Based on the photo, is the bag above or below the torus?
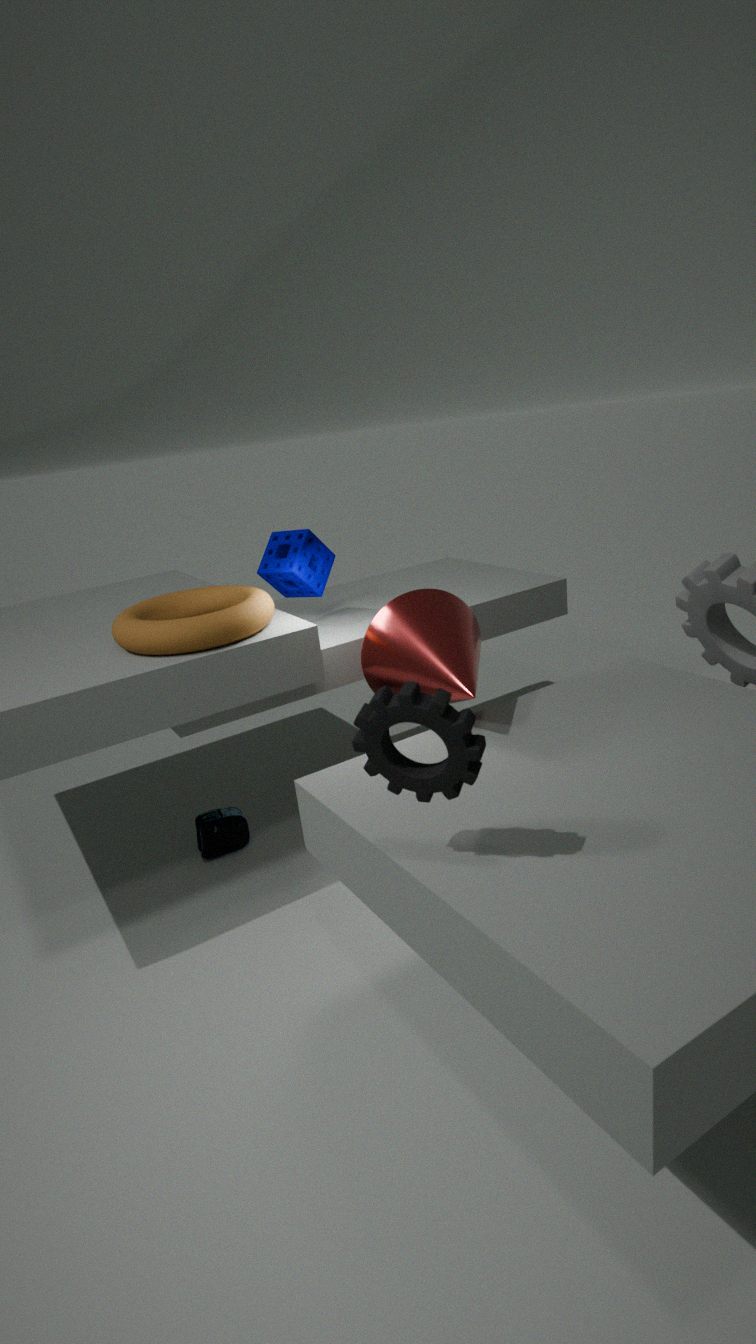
below
